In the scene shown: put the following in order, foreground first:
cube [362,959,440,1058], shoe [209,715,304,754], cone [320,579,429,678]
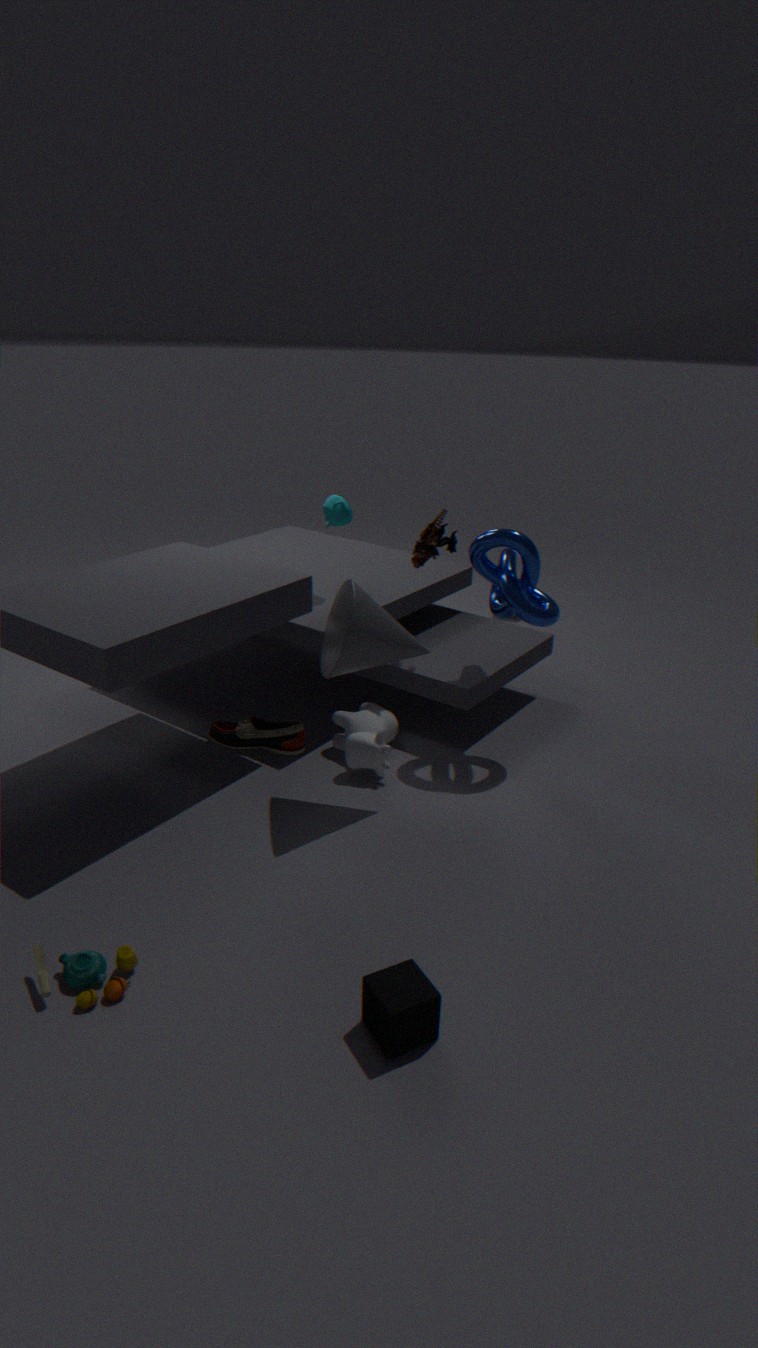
cube [362,959,440,1058] → cone [320,579,429,678] → shoe [209,715,304,754]
